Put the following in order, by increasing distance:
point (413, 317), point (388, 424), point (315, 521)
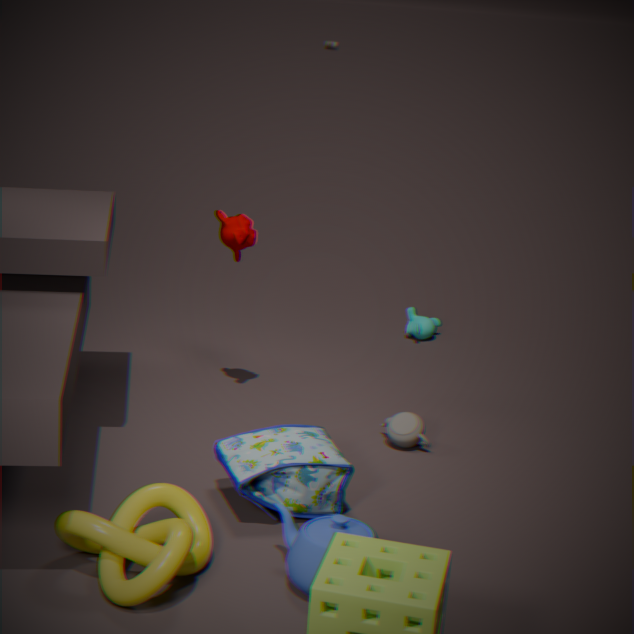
point (315, 521)
point (388, 424)
point (413, 317)
